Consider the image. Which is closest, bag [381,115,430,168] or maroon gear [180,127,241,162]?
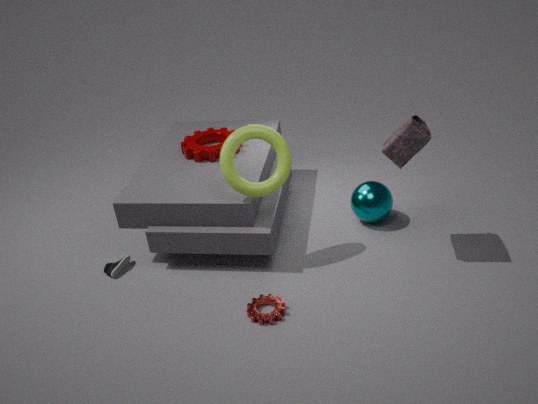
bag [381,115,430,168]
